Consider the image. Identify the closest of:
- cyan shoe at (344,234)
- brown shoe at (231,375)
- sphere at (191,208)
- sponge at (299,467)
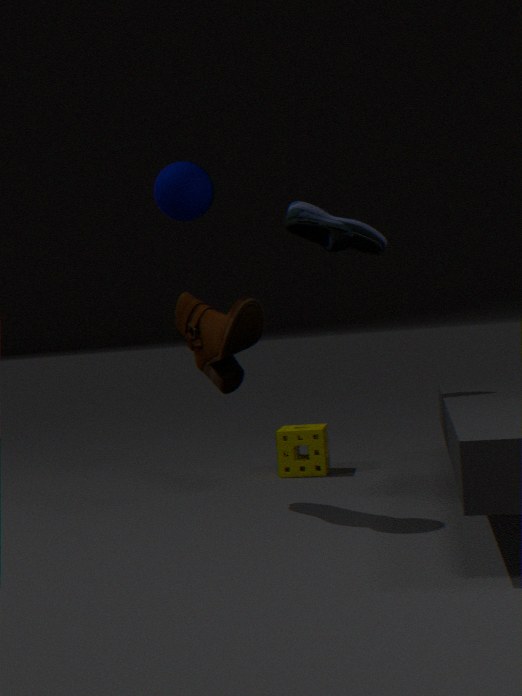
sphere at (191,208)
